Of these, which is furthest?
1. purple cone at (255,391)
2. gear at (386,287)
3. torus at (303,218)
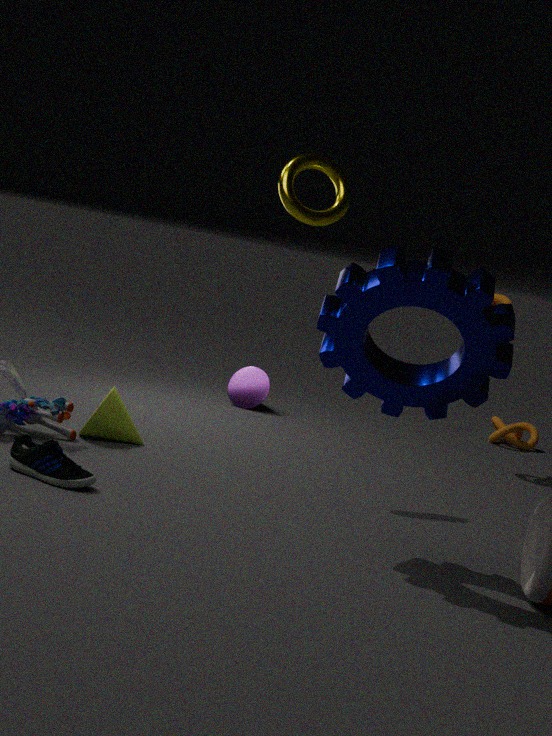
purple cone at (255,391)
